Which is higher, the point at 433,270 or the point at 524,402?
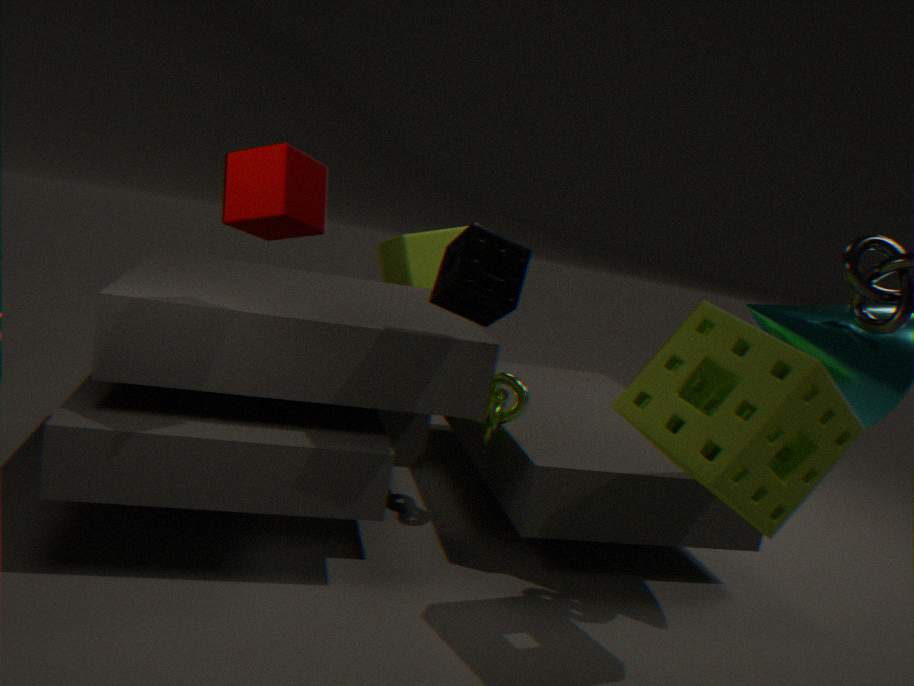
the point at 433,270
